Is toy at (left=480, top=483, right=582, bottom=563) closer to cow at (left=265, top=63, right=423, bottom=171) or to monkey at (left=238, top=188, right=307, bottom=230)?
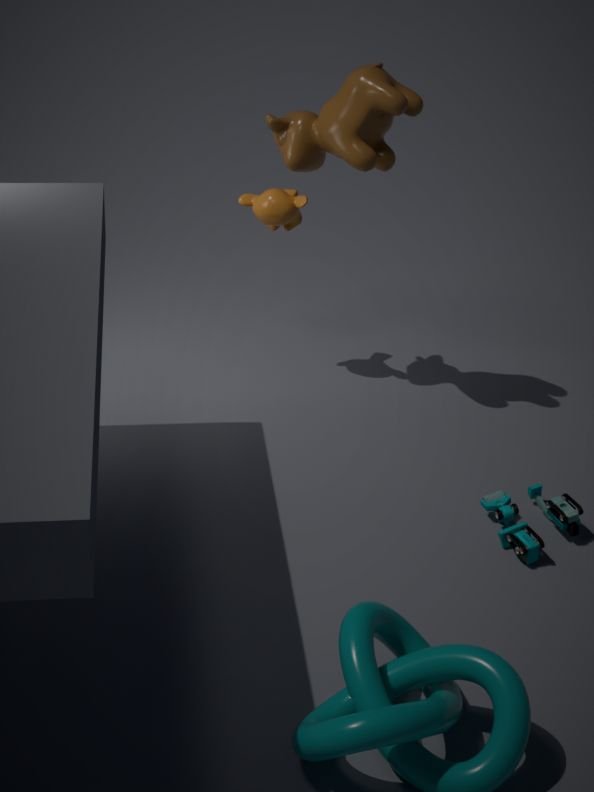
cow at (left=265, top=63, right=423, bottom=171)
